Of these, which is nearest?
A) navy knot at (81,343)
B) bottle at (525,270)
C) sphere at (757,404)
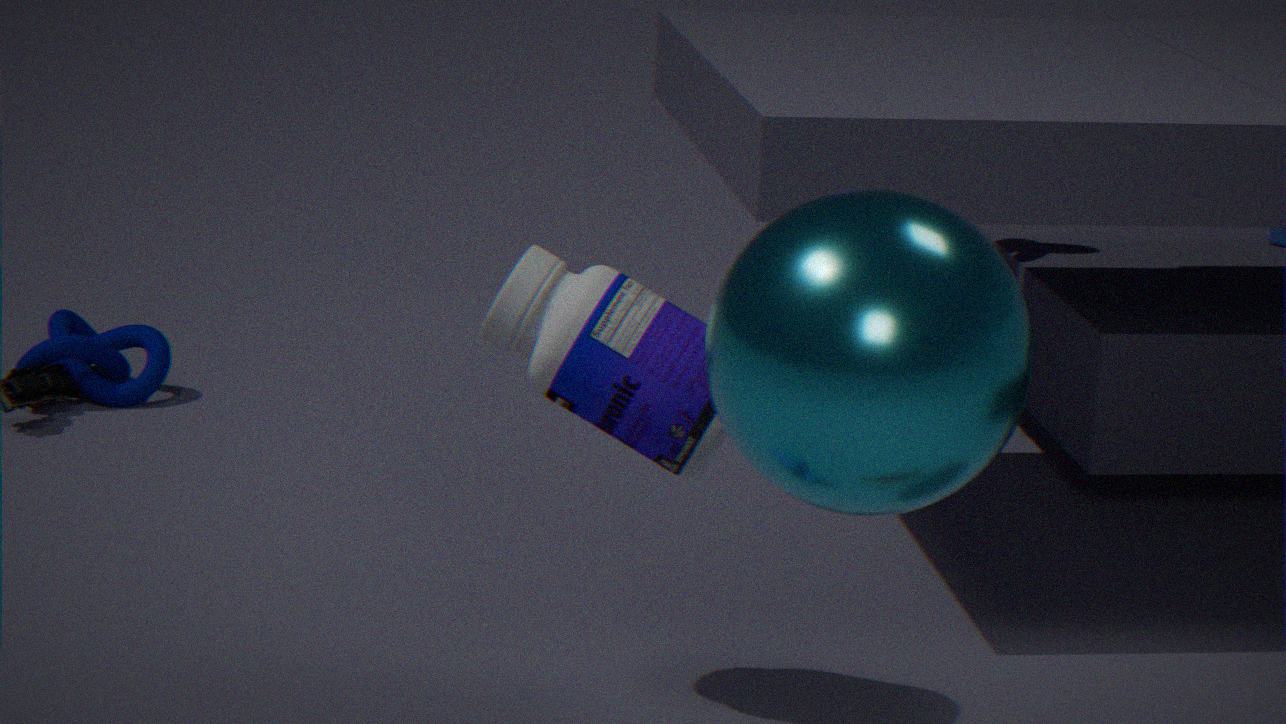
sphere at (757,404)
